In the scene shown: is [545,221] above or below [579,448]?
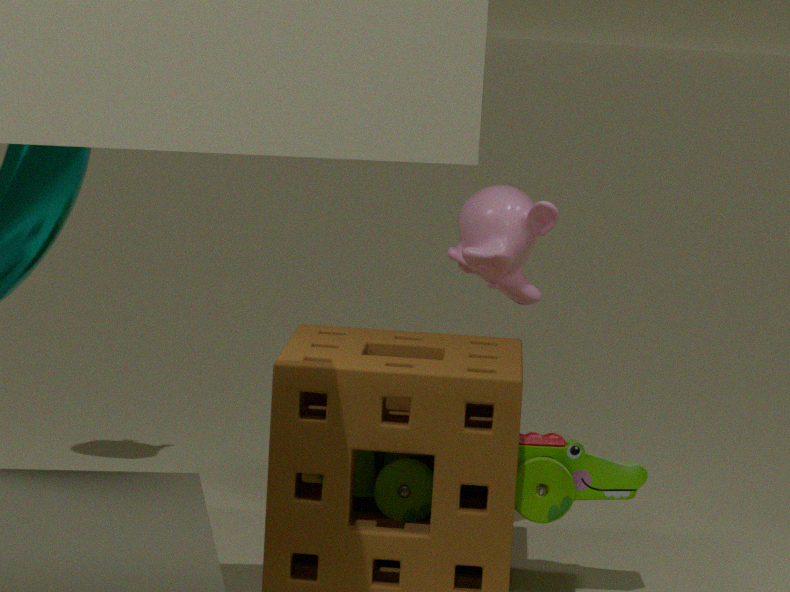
Result: above
